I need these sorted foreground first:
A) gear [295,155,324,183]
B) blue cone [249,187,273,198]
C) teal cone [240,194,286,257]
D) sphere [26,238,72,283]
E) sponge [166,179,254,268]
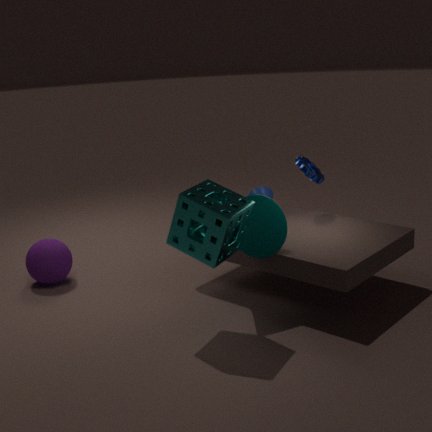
sponge [166,179,254,268], teal cone [240,194,286,257], gear [295,155,324,183], sphere [26,238,72,283], blue cone [249,187,273,198]
